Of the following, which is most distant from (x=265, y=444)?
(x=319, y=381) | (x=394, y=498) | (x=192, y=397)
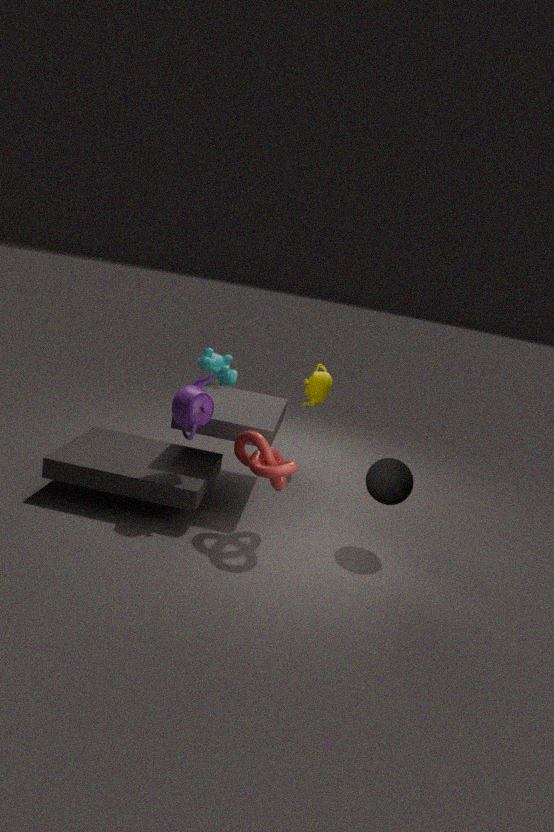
(x=319, y=381)
